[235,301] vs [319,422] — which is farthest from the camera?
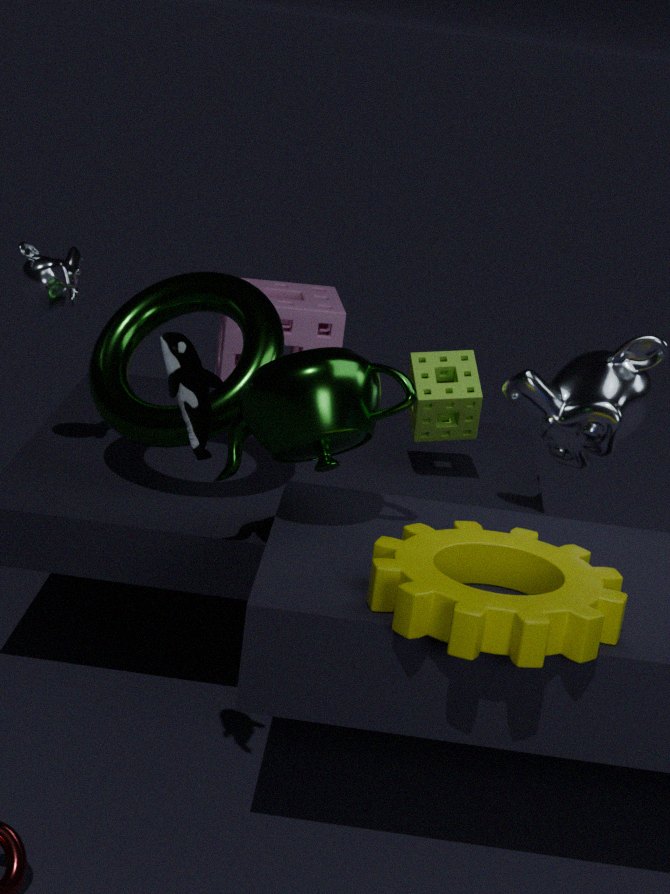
[235,301]
